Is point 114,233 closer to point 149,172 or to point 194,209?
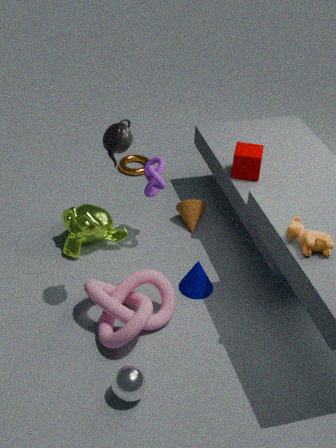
point 149,172
